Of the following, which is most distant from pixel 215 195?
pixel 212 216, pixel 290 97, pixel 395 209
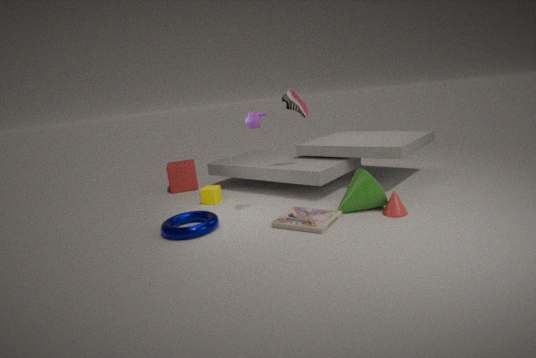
pixel 395 209
